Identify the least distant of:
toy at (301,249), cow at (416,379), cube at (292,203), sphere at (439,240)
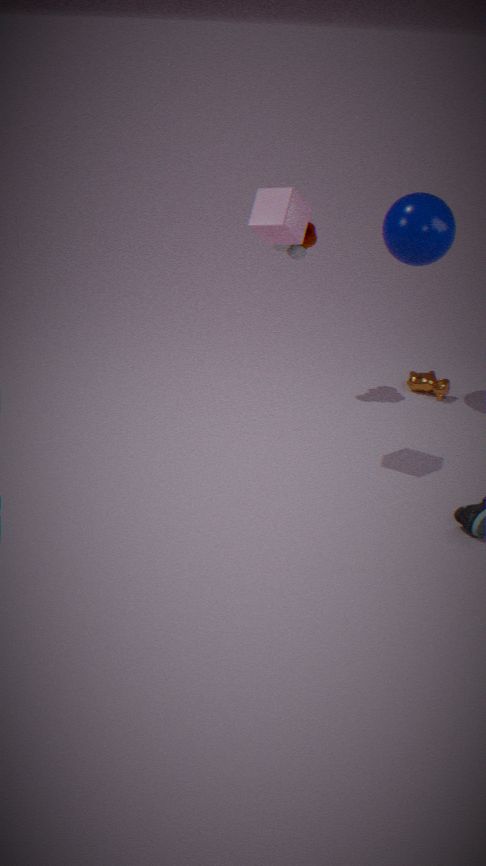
cube at (292,203)
